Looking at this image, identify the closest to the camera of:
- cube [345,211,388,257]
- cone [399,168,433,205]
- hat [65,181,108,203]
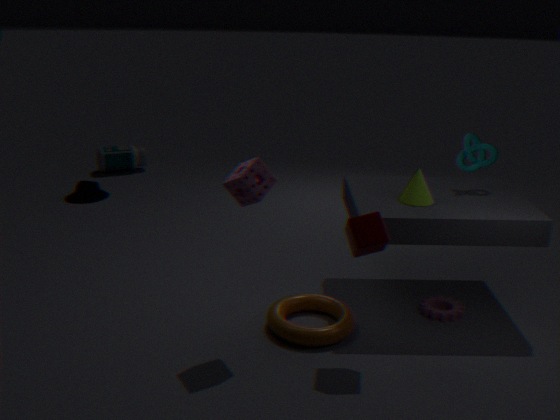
cube [345,211,388,257]
